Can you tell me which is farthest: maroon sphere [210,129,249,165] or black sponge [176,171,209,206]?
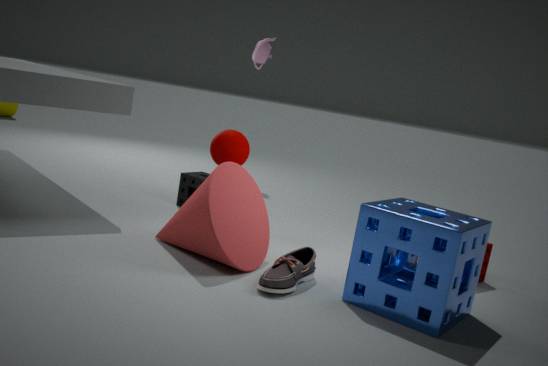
black sponge [176,171,209,206]
